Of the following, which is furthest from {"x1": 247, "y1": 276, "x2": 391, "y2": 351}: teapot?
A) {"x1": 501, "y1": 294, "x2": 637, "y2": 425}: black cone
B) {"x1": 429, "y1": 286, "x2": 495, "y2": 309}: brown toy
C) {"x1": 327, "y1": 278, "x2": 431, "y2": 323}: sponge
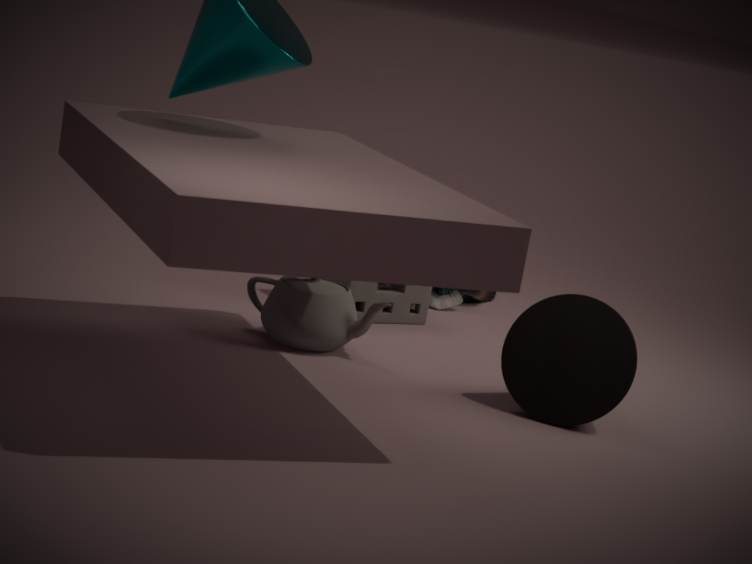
{"x1": 429, "y1": 286, "x2": 495, "y2": 309}: brown toy
